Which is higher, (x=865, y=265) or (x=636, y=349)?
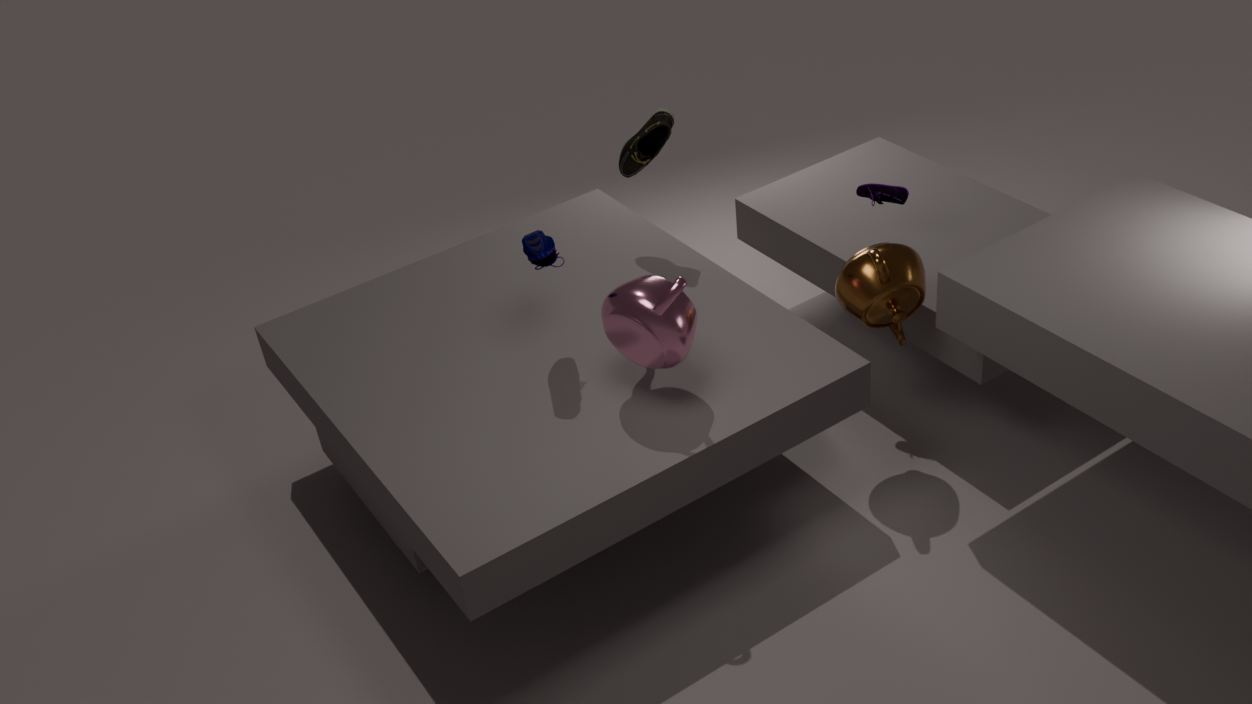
(x=636, y=349)
